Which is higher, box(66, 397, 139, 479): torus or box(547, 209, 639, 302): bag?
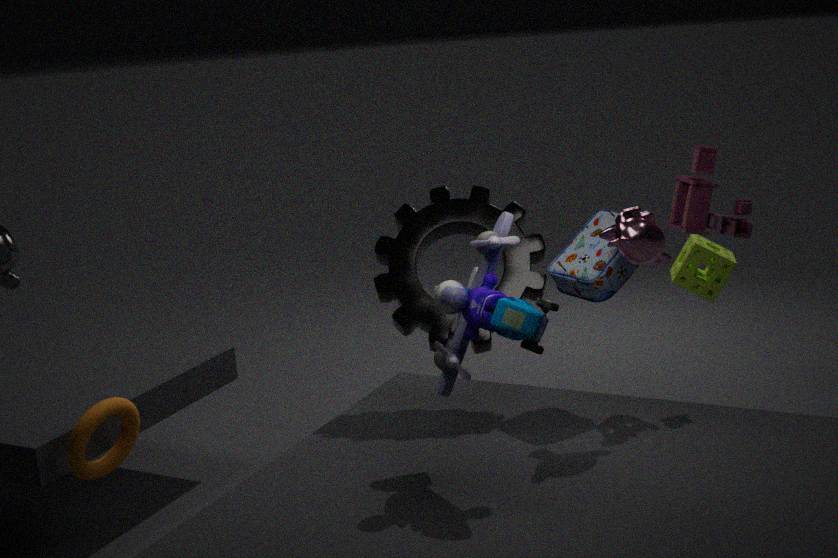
box(547, 209, 639, 302): bag
